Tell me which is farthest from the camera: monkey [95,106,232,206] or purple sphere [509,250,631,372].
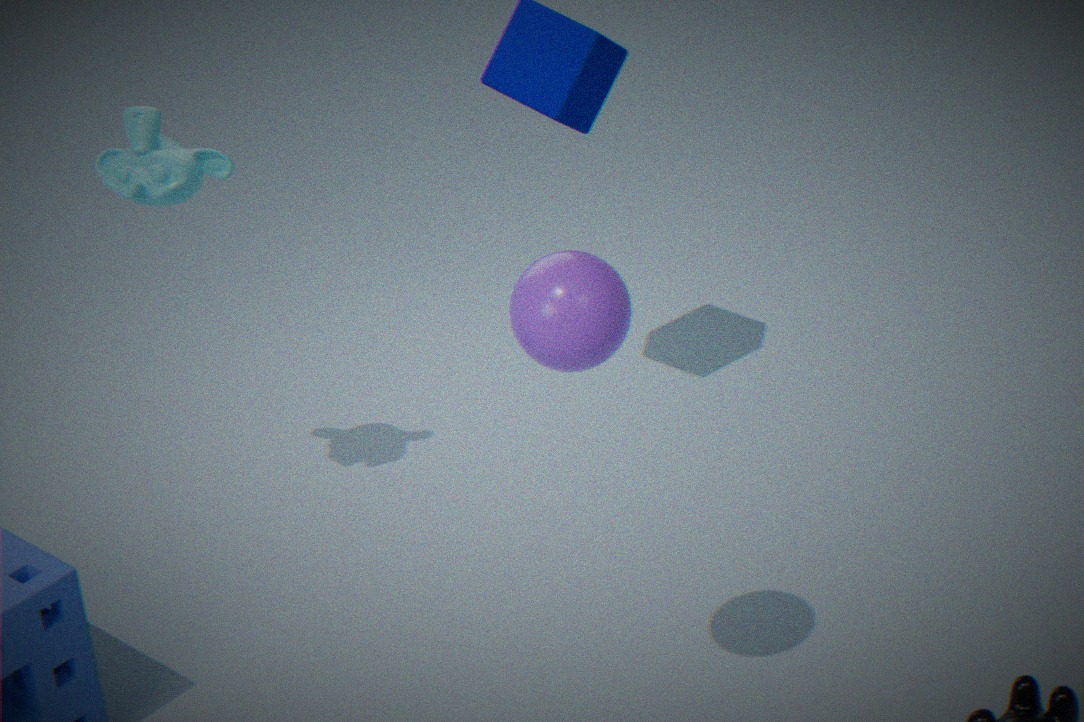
monkey [95,106,232,206]
